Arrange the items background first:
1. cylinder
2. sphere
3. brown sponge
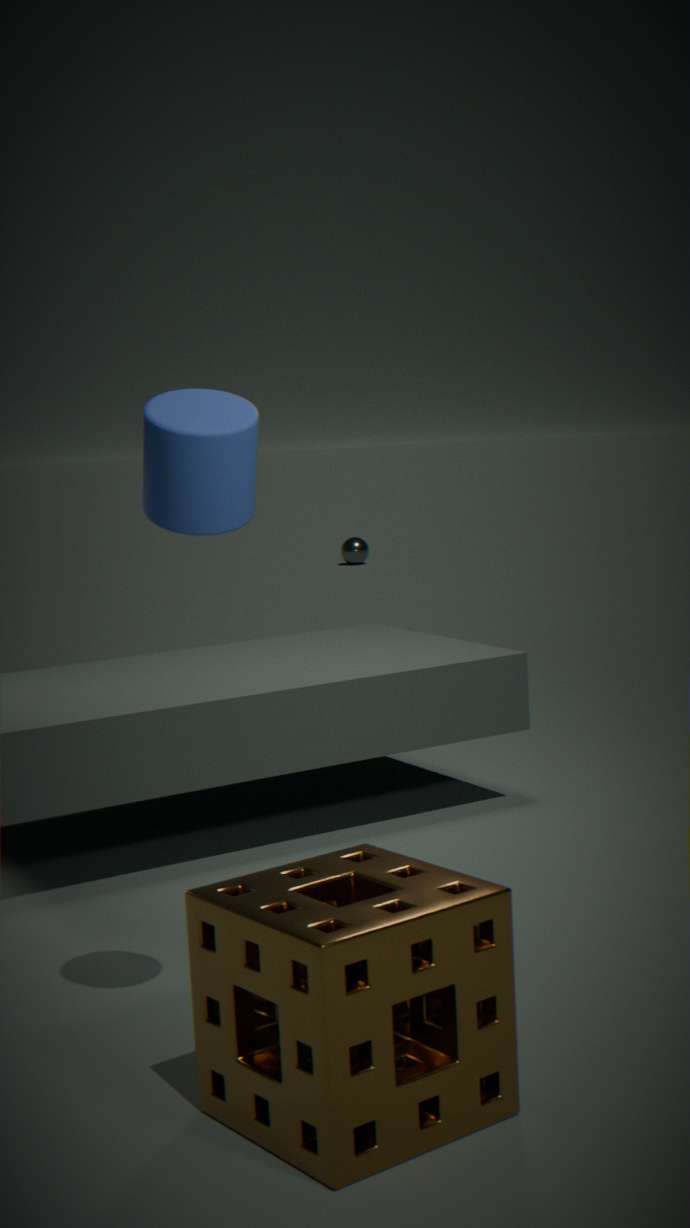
sphere → cylinder → brown sponge
